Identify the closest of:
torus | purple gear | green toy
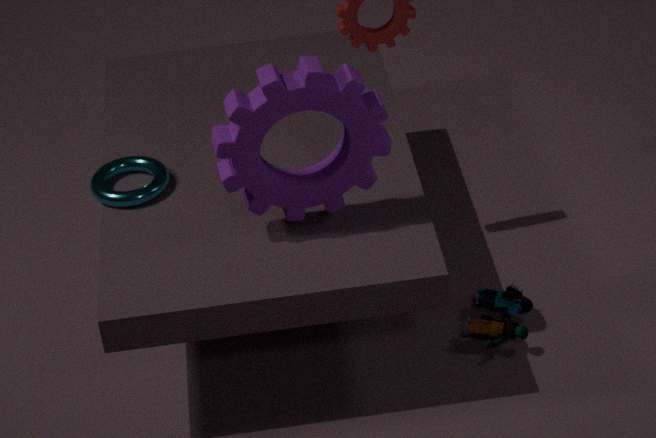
purple gear
